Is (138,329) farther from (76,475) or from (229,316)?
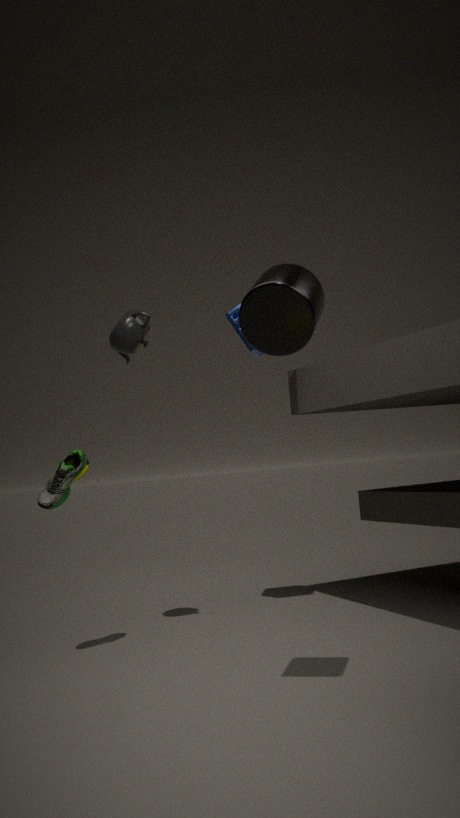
(76,475)
